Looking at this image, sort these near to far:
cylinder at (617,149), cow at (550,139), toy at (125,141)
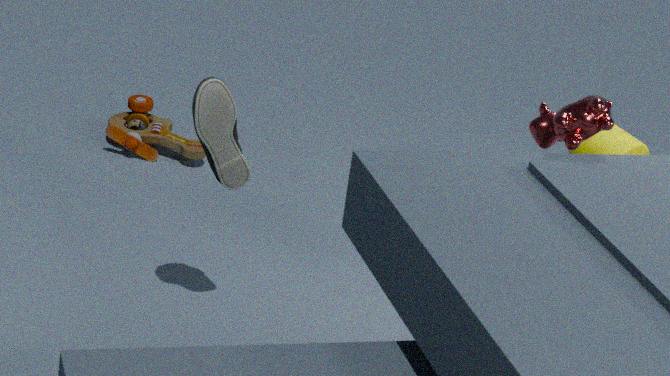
cow at (550,139) → cylinder at (617,149) → toy at (125,141)
